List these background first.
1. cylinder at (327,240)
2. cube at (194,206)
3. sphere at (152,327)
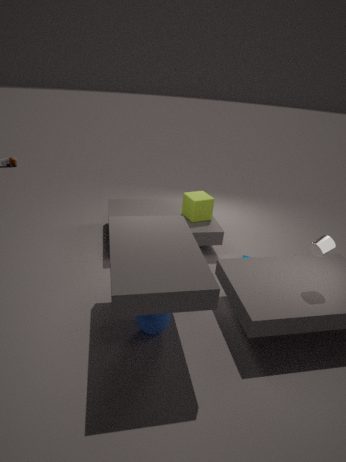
cube at (194,206) < cylinder at (327,240) < sphere at (152,327)
